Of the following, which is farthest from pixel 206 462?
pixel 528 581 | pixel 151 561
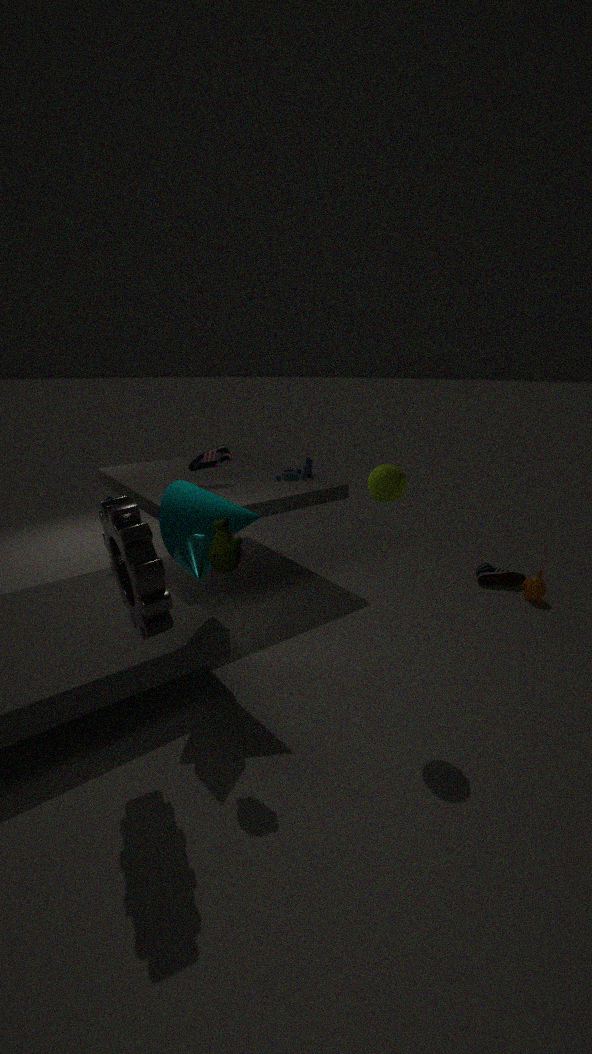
pixel 528 581
